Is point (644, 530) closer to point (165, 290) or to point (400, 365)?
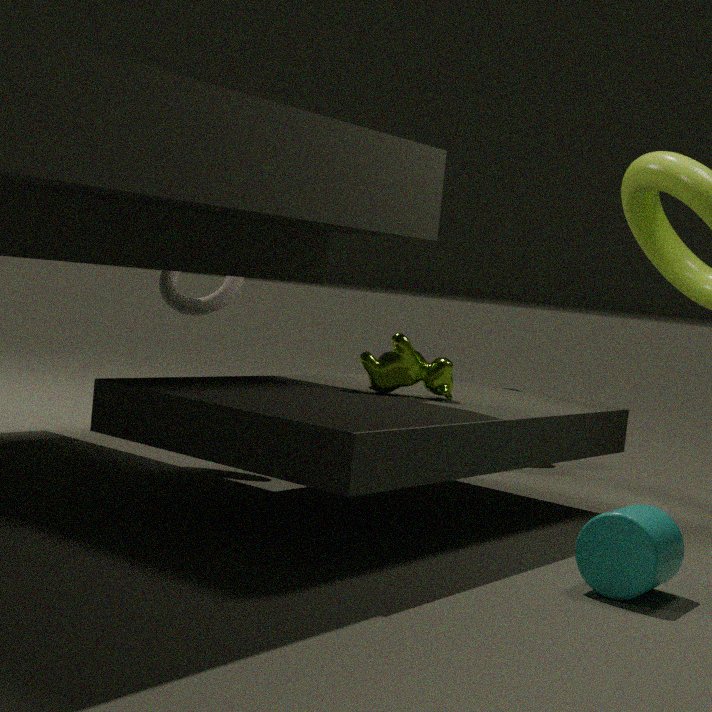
point (400, 365)
